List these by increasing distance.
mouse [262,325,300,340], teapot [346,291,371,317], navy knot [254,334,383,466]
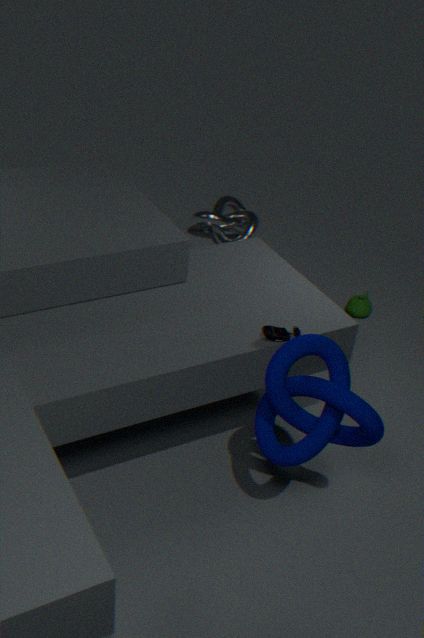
navy knot [254,334,383,466]
mouse [262,325,300,340]
teapot [346,291,371,317]
